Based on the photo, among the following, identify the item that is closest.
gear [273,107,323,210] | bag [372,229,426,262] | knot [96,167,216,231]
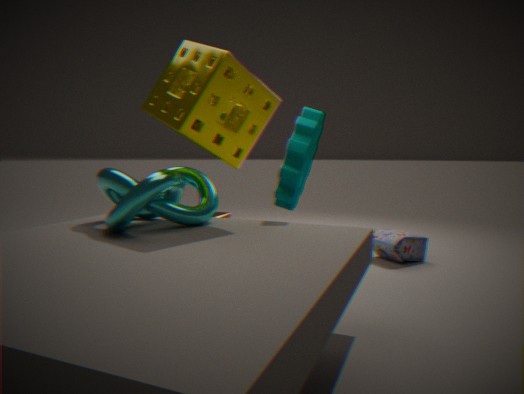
knot [96,167,216,231]
